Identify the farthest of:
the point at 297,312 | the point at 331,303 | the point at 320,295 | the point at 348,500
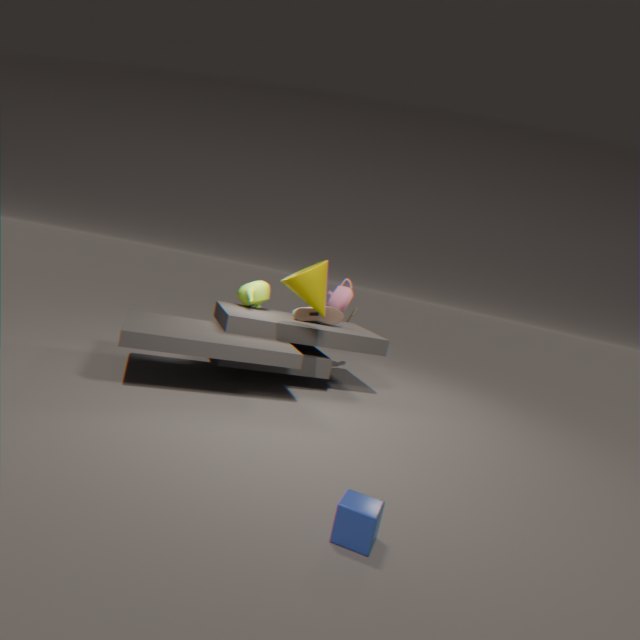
the point at 331,303
